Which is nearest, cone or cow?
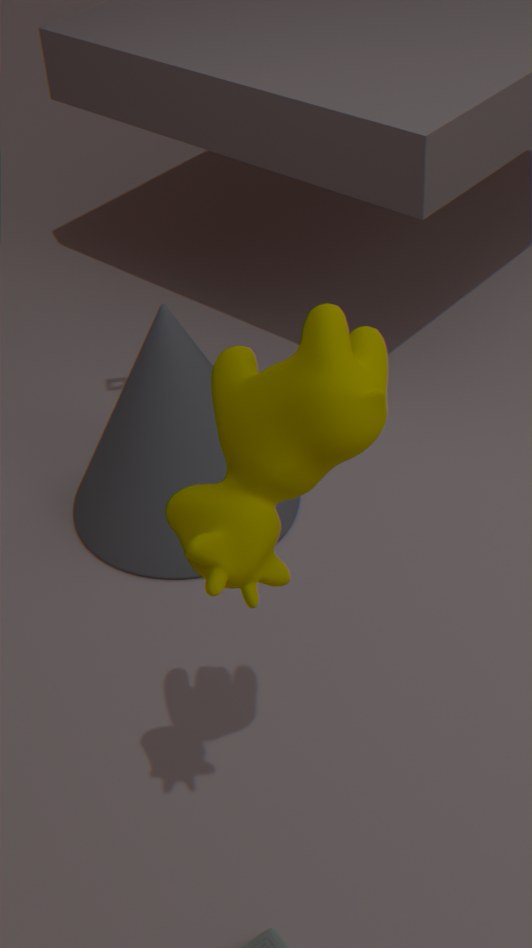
cow
